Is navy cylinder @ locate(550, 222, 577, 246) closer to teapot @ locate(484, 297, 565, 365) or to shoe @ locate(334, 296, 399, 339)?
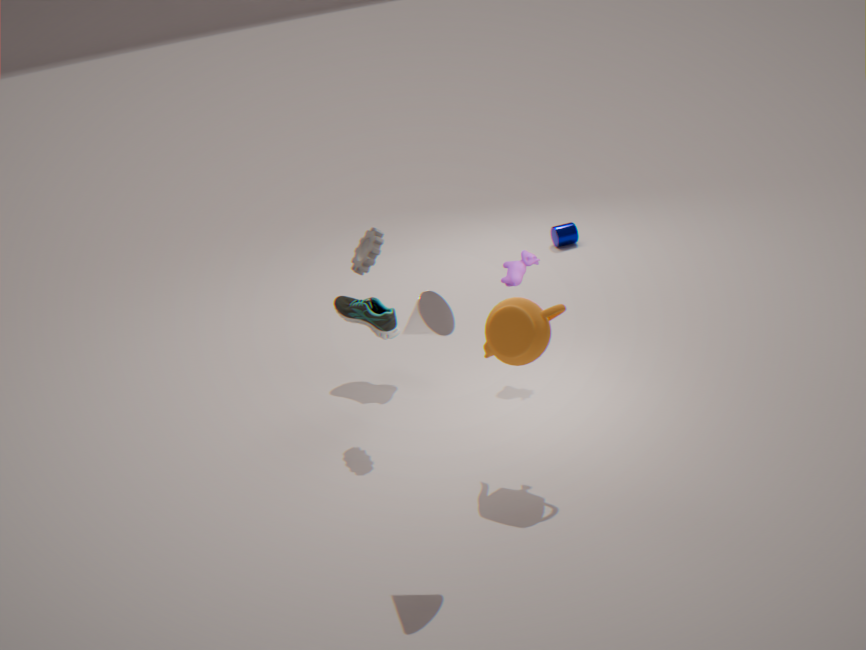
shoe @ locate(334, 296, 399, 339)
